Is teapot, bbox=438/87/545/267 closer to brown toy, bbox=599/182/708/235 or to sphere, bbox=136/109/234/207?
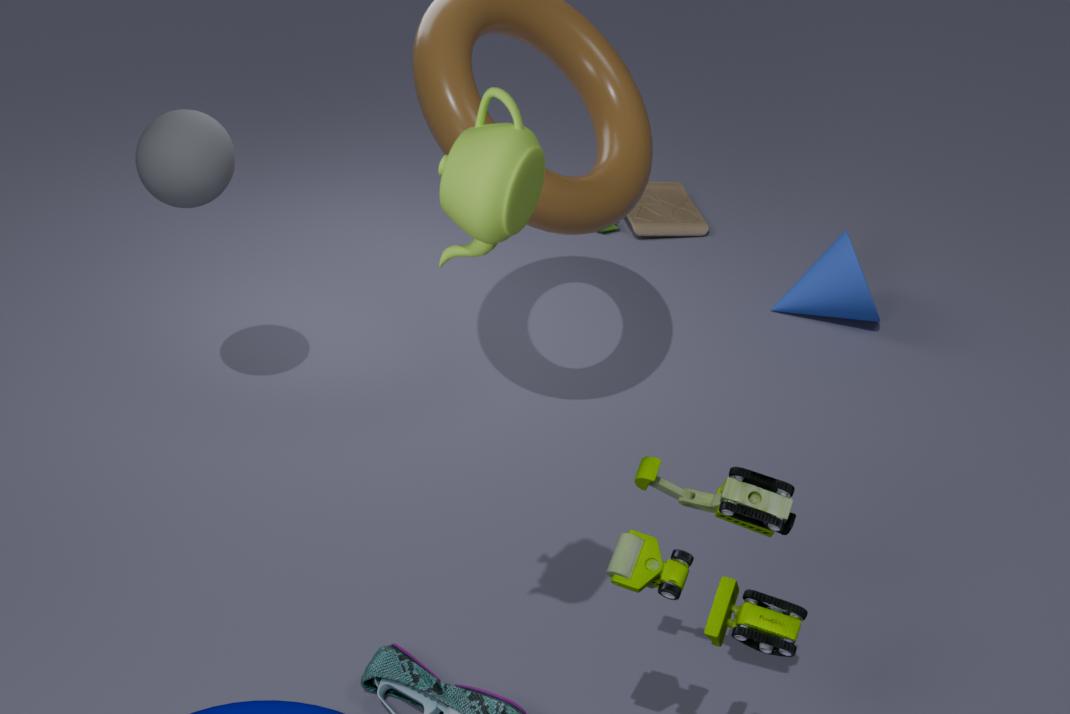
sphere, bbox=136/109/234/207
